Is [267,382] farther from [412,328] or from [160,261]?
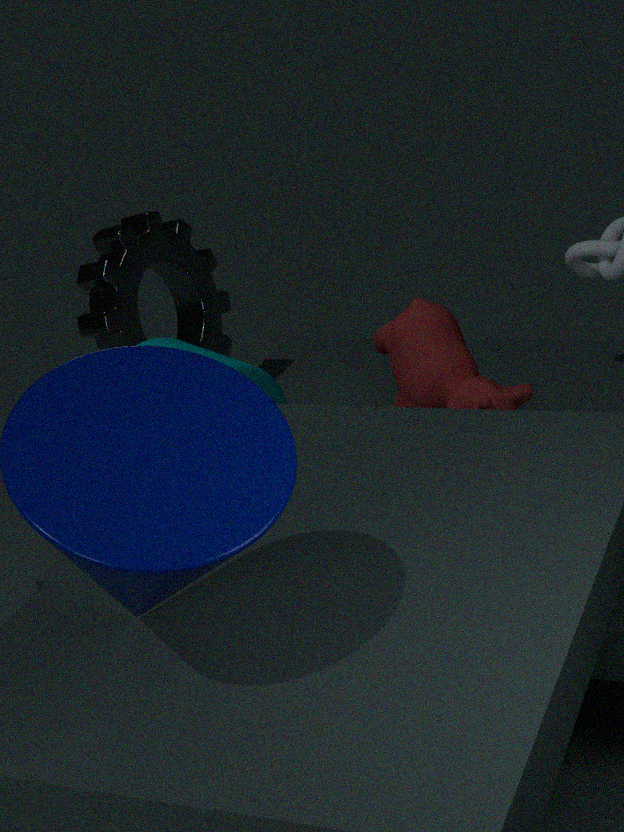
[412,328]
